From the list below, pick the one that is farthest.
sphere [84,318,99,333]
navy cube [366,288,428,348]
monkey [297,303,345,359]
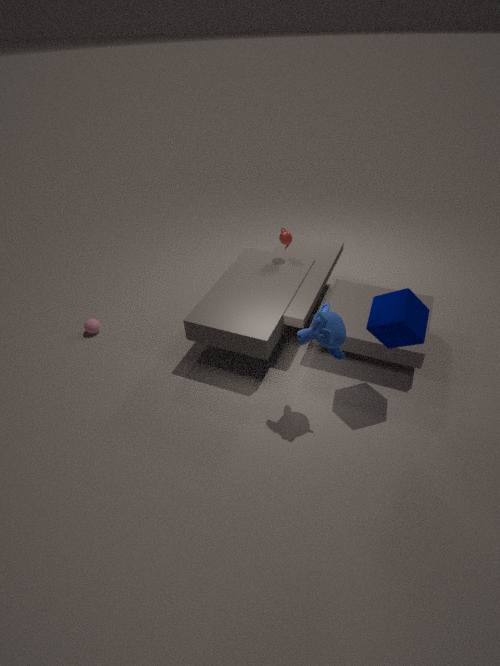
sphere [84,318,99,333]
